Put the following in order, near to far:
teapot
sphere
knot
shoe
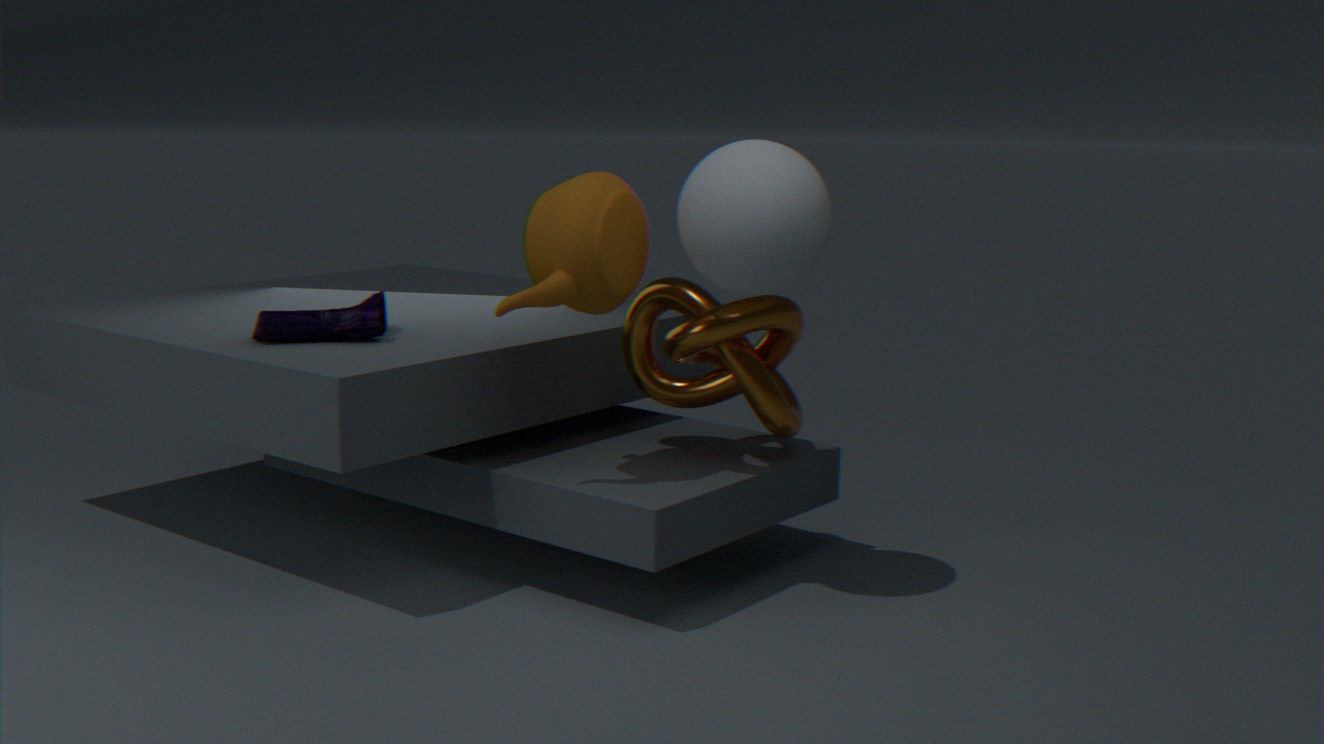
sphere, teapot, knot, shoe
